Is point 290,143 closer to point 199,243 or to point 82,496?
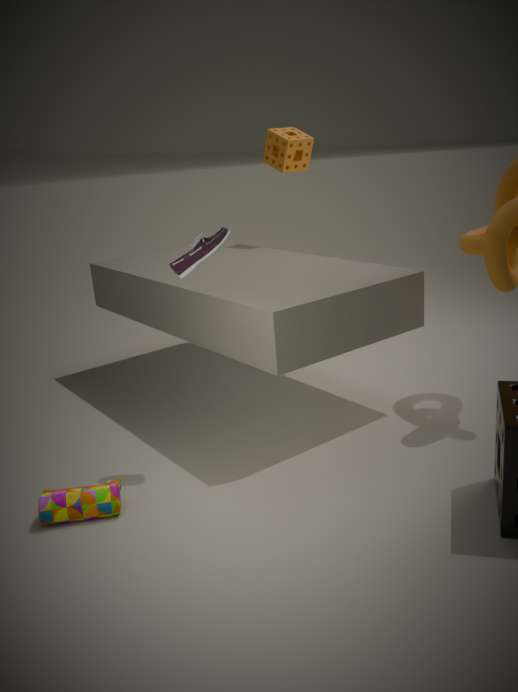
point 199,243
